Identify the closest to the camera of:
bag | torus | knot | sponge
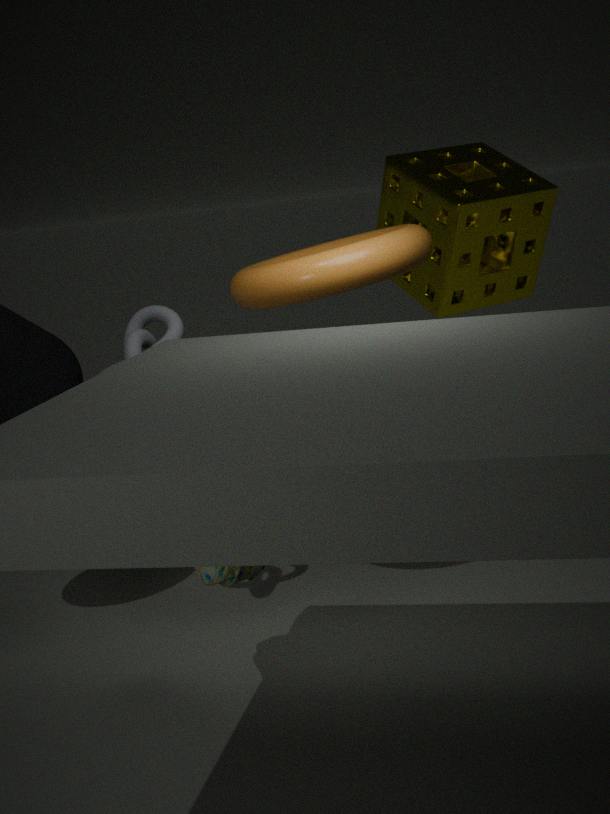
bag
